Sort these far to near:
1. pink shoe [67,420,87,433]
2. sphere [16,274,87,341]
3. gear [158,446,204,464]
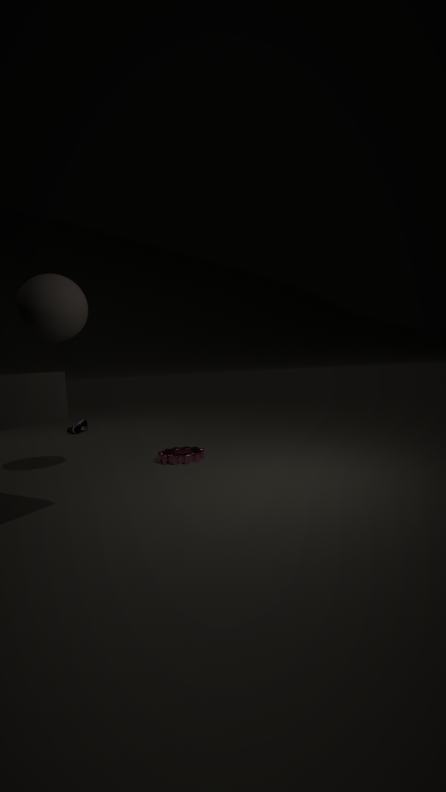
1. pink shoe [67,420,87,433]
2. gear [158,446,204,464]
3. sphere [16,274,87,341]
